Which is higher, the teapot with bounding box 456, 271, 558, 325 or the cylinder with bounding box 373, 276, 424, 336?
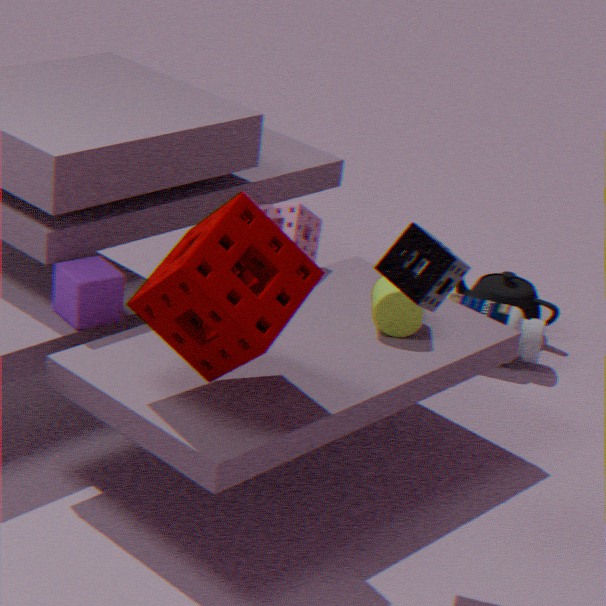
the cylinder with bounding box 373, 276, 424, 336
